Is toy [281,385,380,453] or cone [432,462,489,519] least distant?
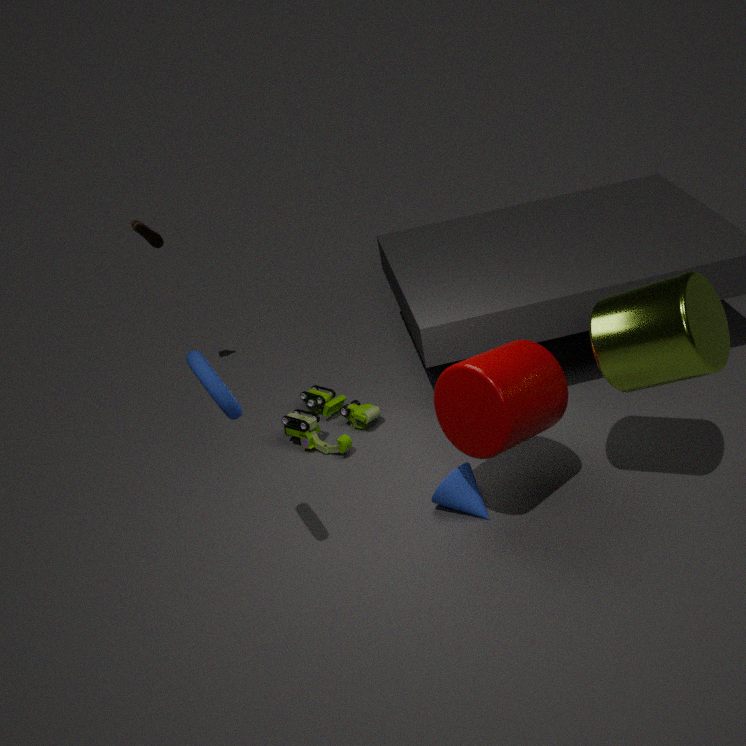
cone [432,462,489,519]
